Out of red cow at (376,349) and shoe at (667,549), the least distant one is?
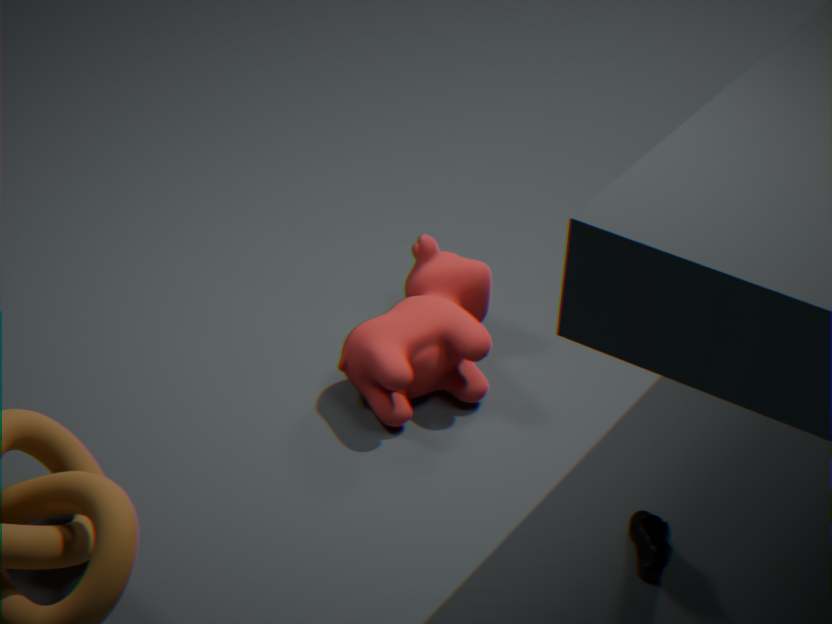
shoe at (667,549)
